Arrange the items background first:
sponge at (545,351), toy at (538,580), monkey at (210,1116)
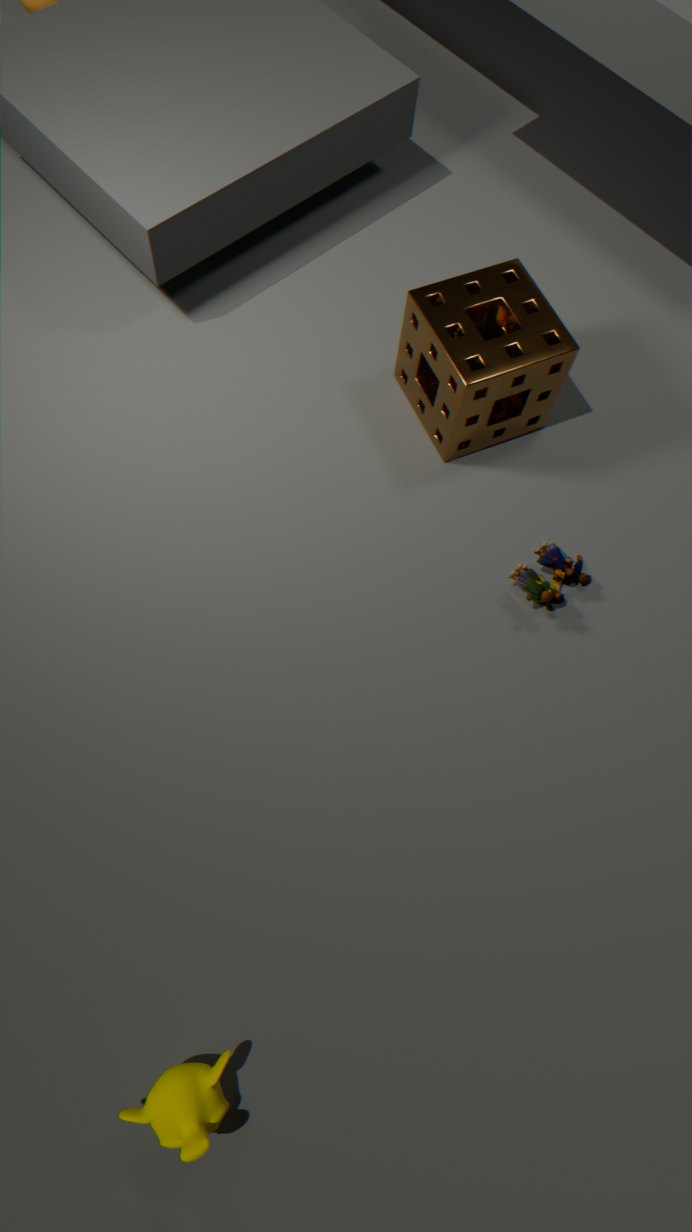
1. toy at (538,580)
2. sponge at (545,351)
3. monkey at (210,1116)
